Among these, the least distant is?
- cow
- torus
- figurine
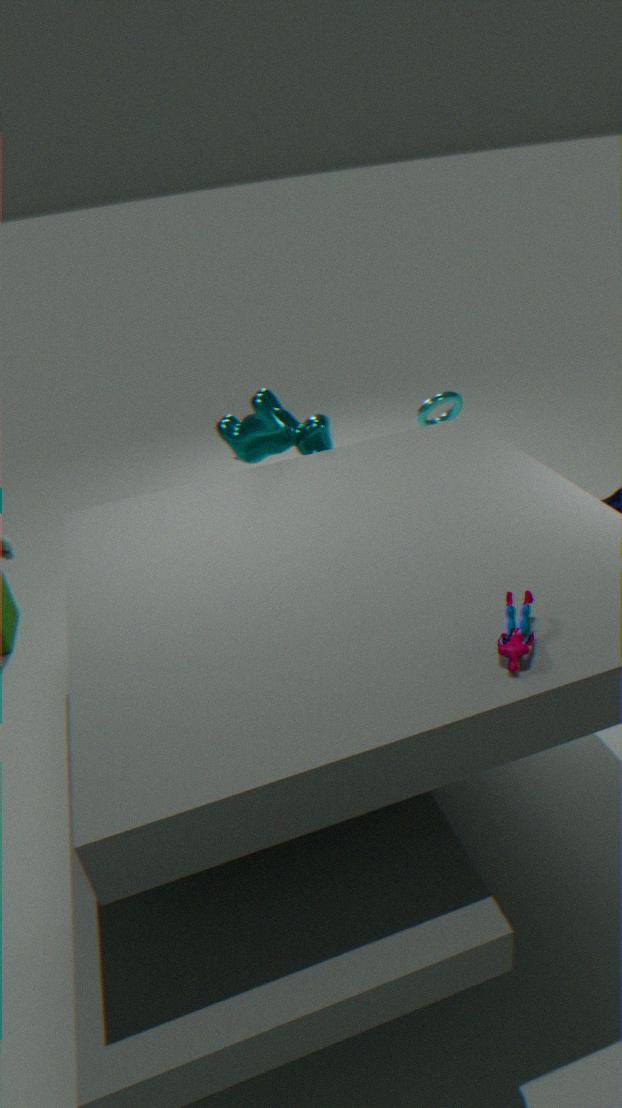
figurine
